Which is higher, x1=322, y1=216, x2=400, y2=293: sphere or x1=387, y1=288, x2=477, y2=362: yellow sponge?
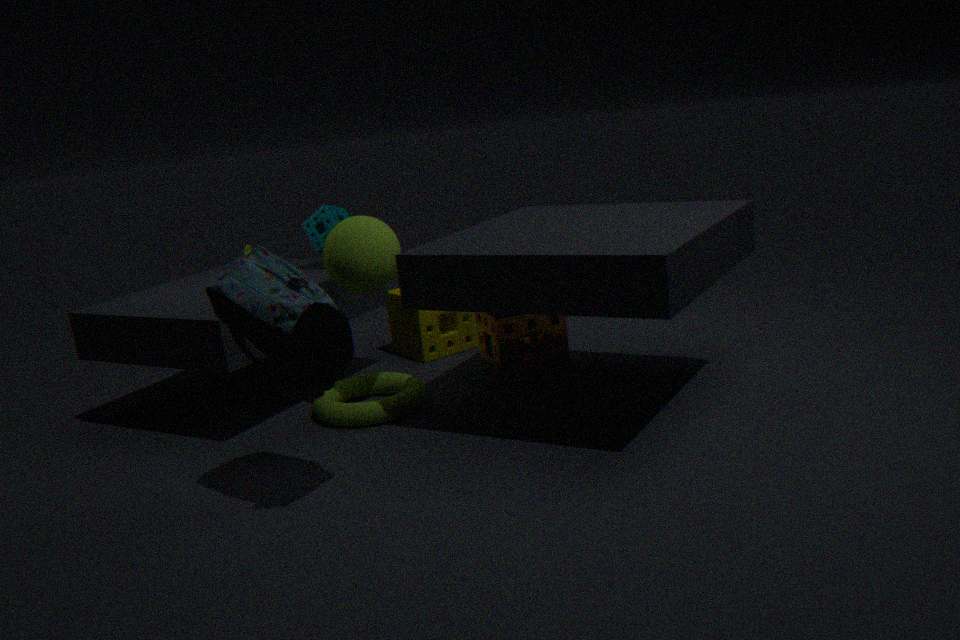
x1=322, y1=216, x2=400, y2=293: sphere
